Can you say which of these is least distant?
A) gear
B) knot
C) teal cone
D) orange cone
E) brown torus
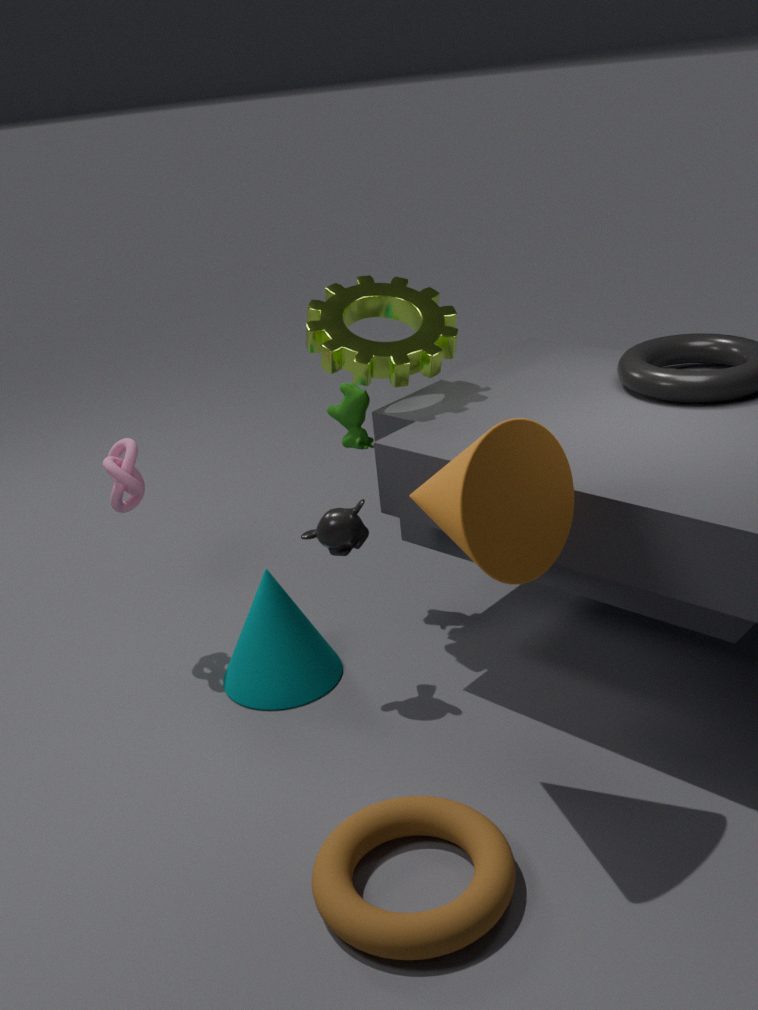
brown torus
